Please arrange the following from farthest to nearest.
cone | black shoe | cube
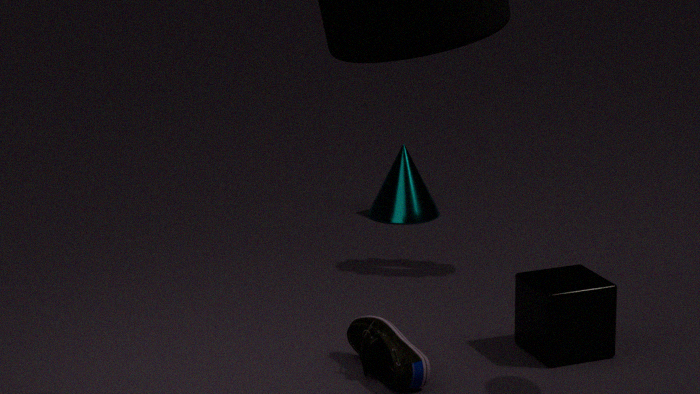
1. cone
2. cube
3. black shoe
